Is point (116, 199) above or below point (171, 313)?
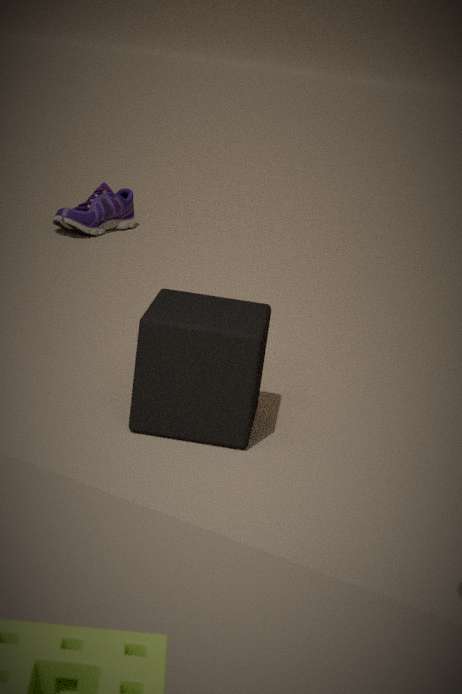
below
